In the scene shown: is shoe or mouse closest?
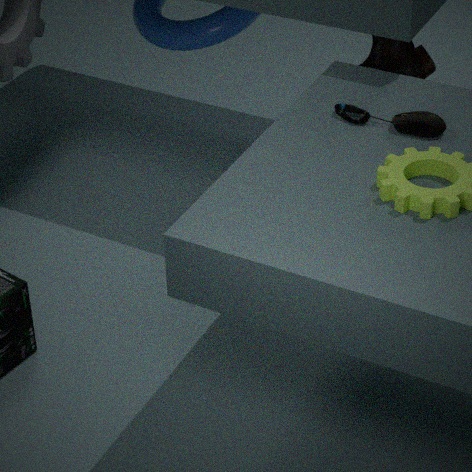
mouse
